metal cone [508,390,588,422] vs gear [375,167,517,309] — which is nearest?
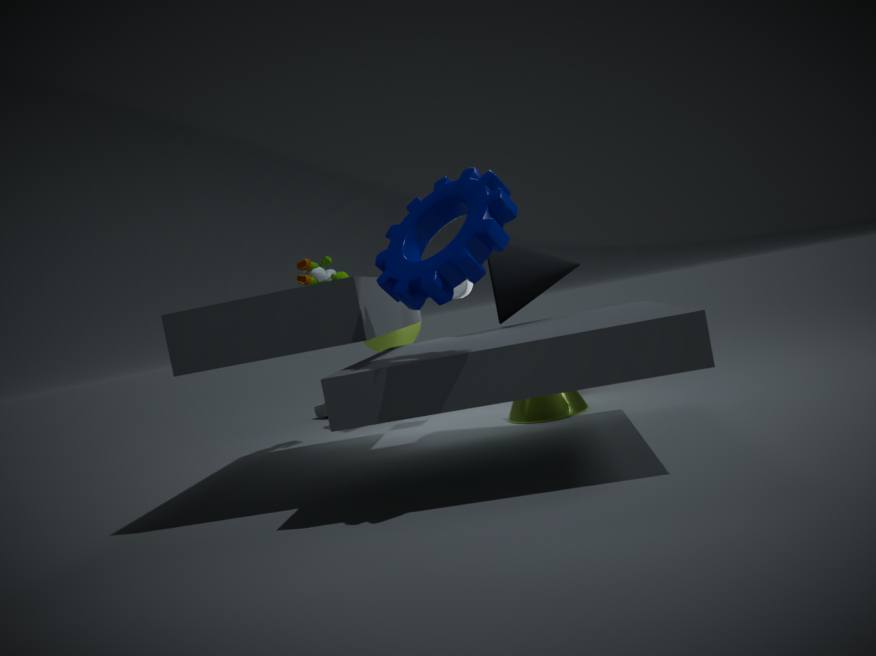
gear [375,167,517,309]
